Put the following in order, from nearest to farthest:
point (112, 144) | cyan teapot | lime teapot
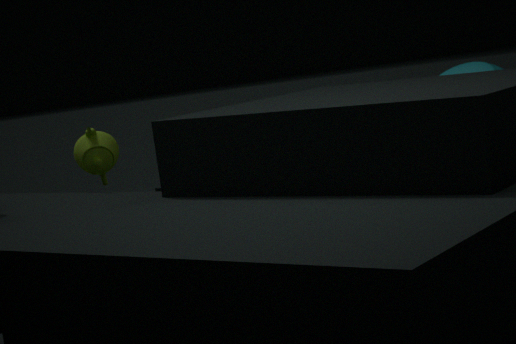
cyan teapot
lime teapot
point (112, 144)
